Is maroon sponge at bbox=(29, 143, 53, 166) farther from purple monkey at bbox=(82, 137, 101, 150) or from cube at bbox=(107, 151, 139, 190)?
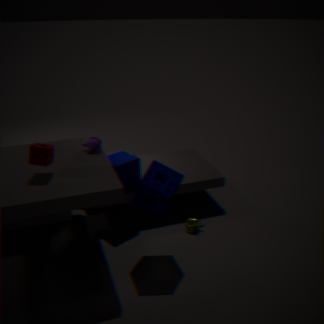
cube at bbox=(107, 151, 139, 190)
